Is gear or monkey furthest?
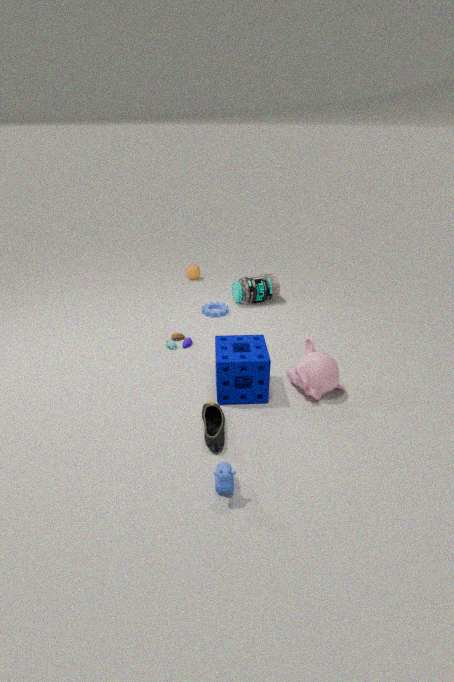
gear
